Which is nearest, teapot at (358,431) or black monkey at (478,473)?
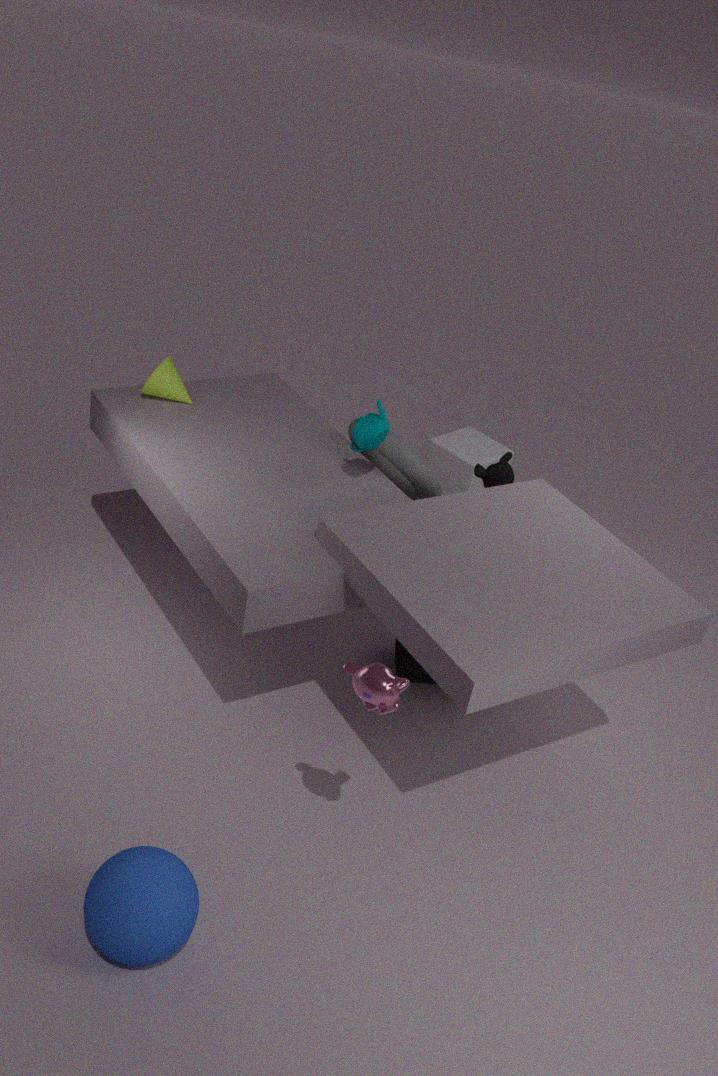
teapot at (358,431)
